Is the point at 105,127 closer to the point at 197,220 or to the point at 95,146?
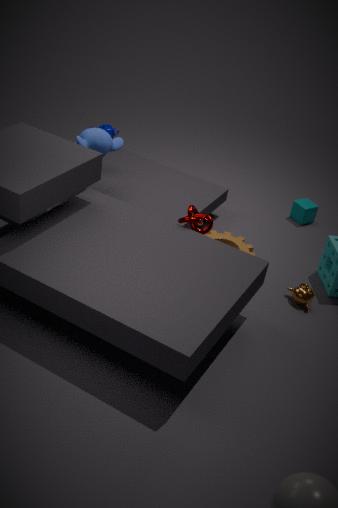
the point at 95,146
